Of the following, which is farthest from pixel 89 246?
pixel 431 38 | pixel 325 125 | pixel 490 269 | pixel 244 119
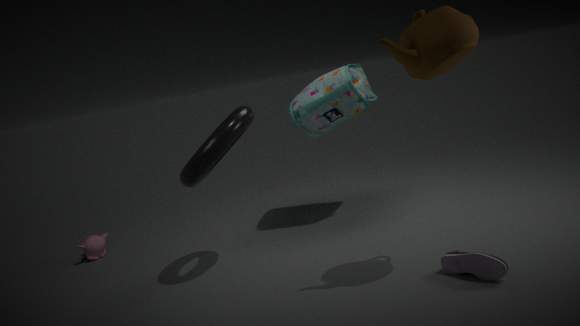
pixel 431 38
